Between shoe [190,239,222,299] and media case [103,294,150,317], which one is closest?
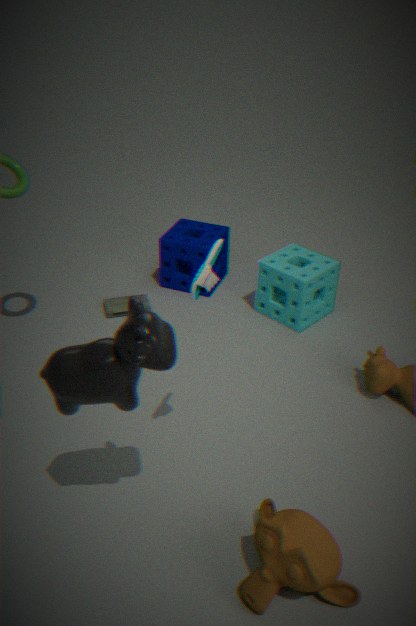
shoe [190,239,222,299]
